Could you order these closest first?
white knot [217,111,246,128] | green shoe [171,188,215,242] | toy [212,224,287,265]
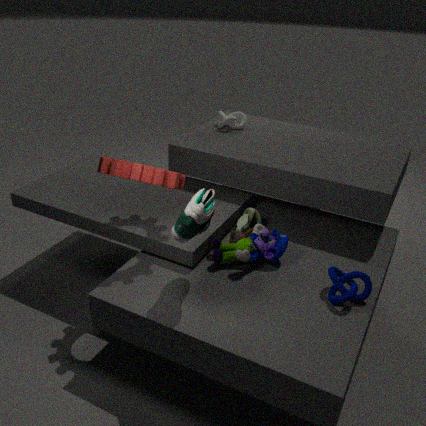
green shoe [171,188,215,242] → toy [212,224,287,265] → white knot [217,111,246,128]
